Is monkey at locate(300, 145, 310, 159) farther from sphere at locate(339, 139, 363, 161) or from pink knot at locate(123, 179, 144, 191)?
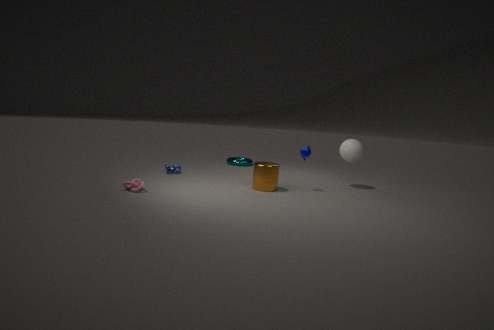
pink knot at locate(123, 179, 144, 191)
